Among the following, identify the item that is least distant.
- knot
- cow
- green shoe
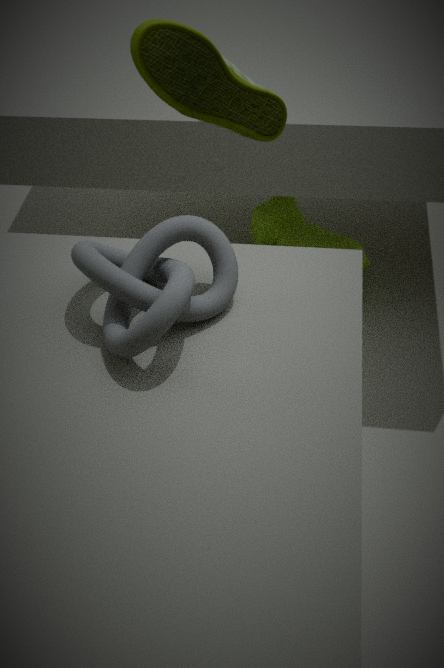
knot
